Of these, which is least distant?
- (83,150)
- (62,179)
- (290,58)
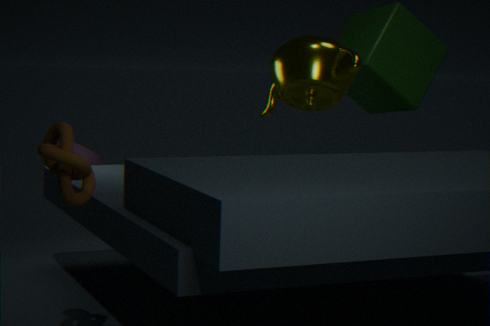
(62,179)
